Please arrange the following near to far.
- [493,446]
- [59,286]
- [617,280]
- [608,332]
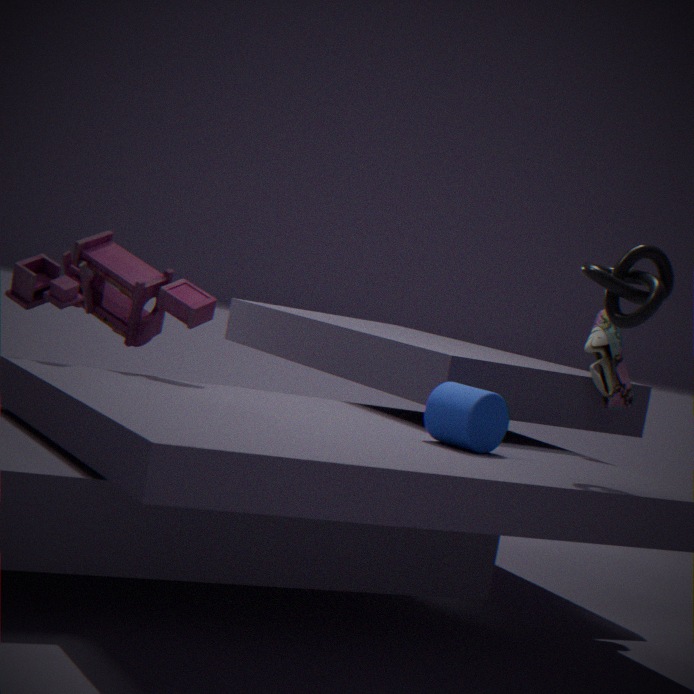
[617,280] → [493,446] → [59,286] → [608,332]
